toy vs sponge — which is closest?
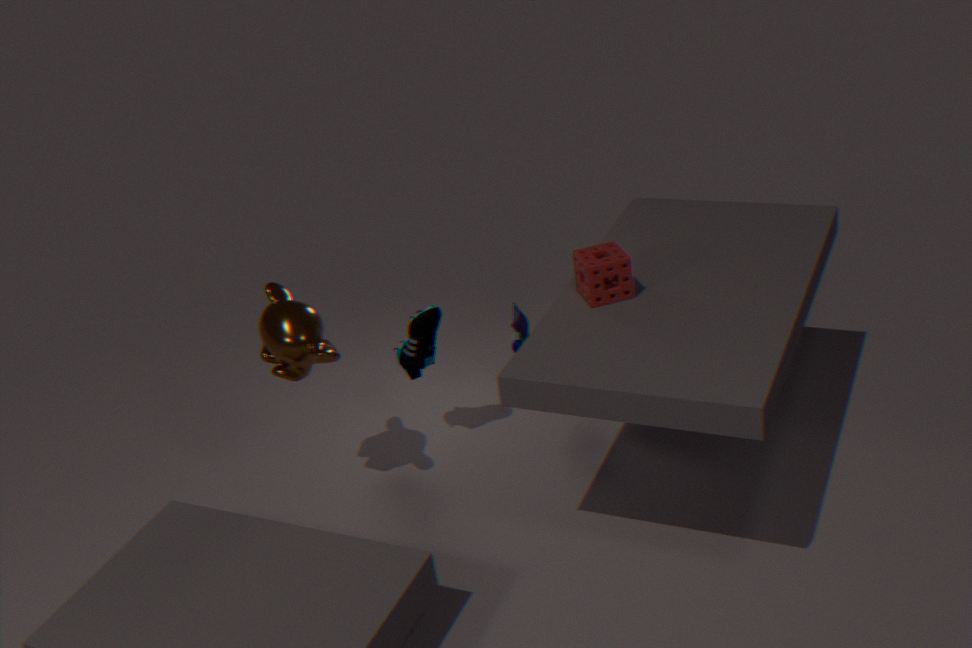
sponge
